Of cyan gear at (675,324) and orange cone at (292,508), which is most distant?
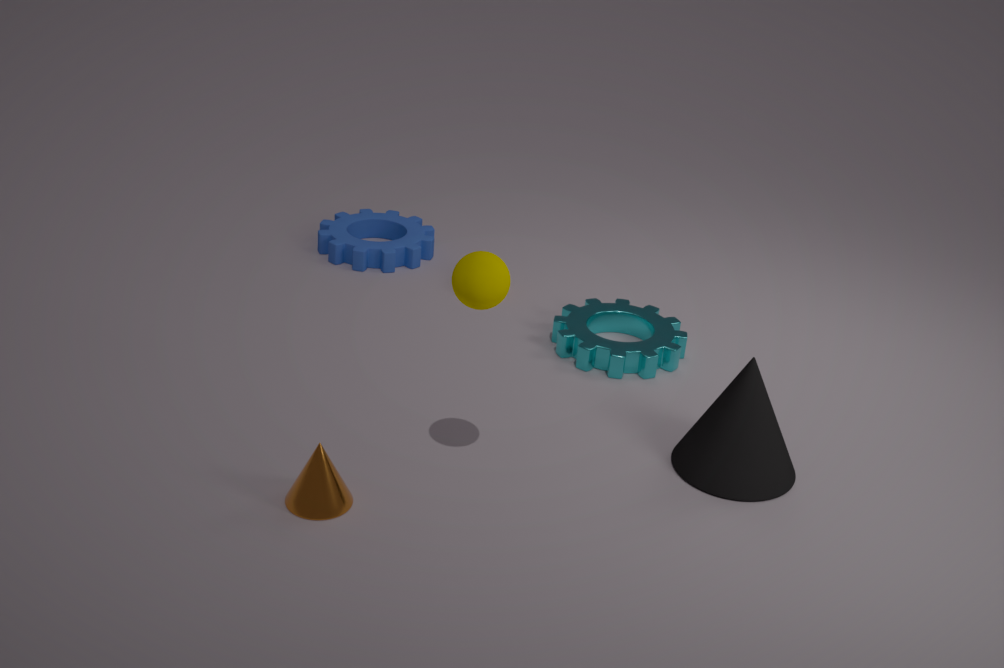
cyan gear at (675,324)
